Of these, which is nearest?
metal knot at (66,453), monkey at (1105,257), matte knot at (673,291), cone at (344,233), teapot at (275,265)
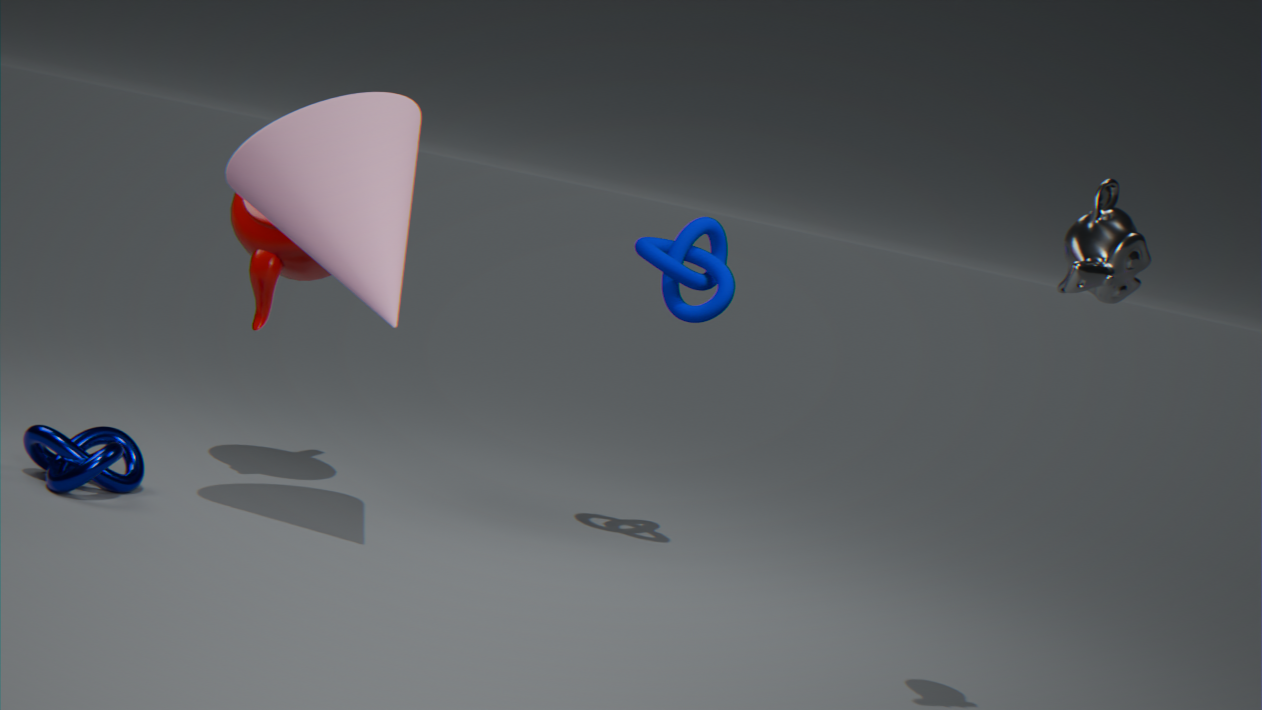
monkey at (1105,257)
